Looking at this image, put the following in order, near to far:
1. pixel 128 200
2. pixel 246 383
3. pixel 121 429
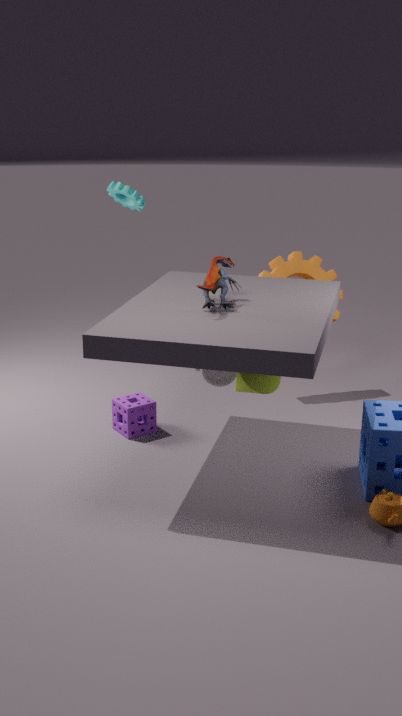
pixel 246 383, pixel 121 429, pixel 128 200
